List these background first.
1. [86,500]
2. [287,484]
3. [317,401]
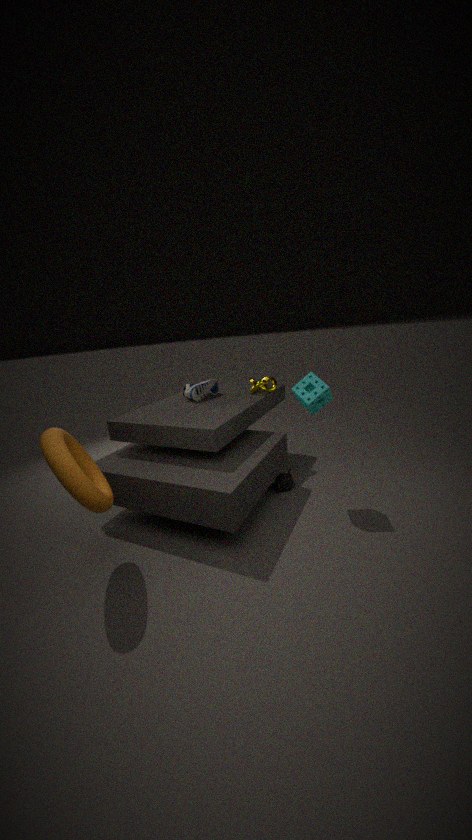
1. [287,484]
2. [317,401]
3. [86,500]
